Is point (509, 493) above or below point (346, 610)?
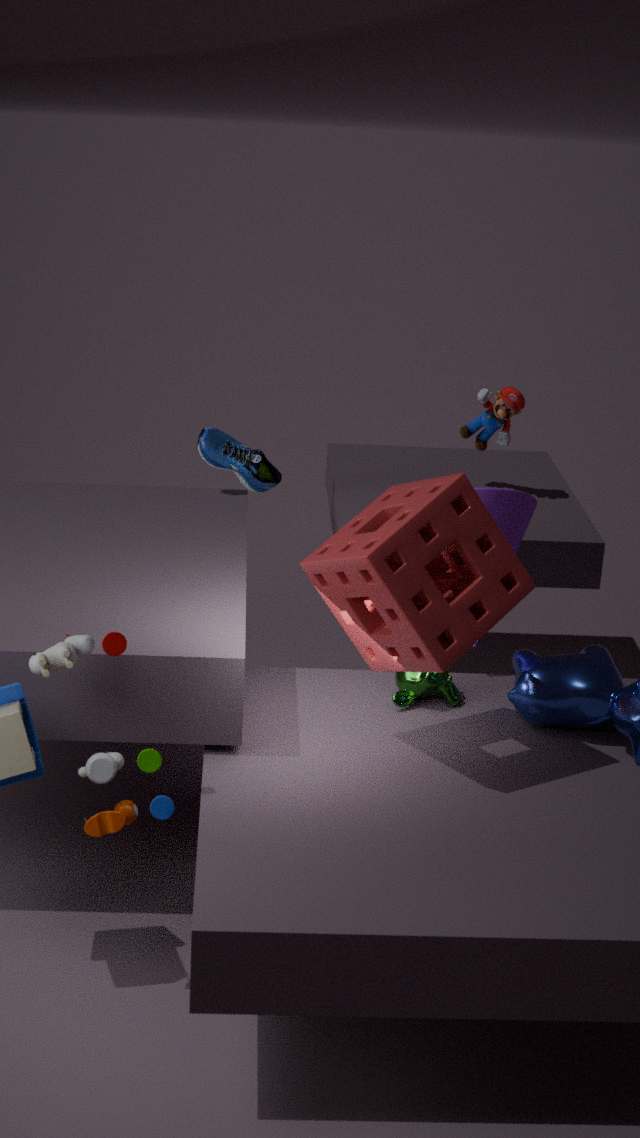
below
